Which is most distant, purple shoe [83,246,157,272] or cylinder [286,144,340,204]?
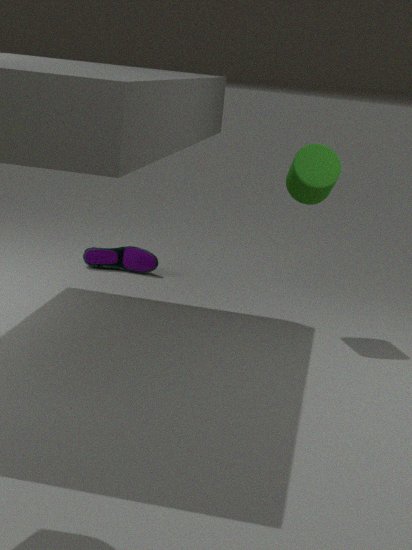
purple shoe [83,246,157,272]
